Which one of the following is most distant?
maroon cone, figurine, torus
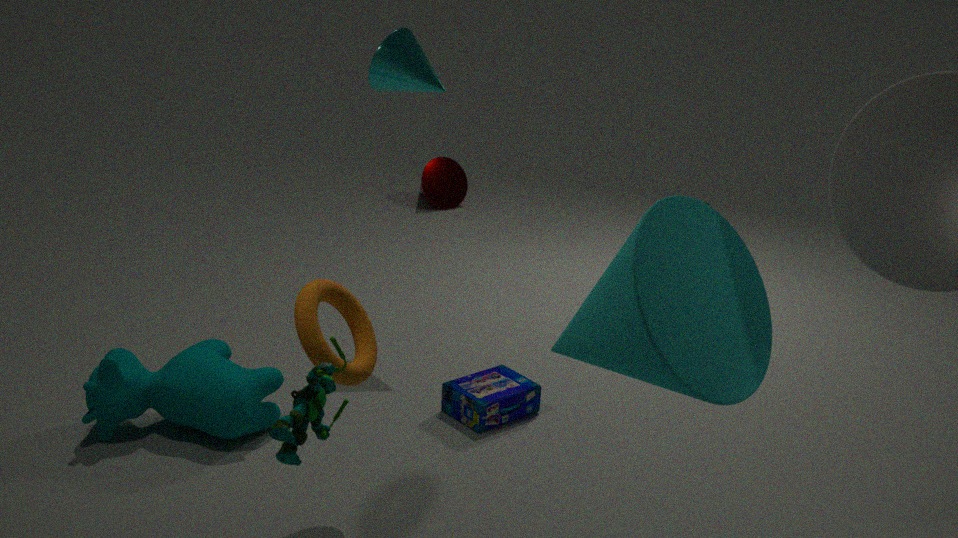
maroon cone
